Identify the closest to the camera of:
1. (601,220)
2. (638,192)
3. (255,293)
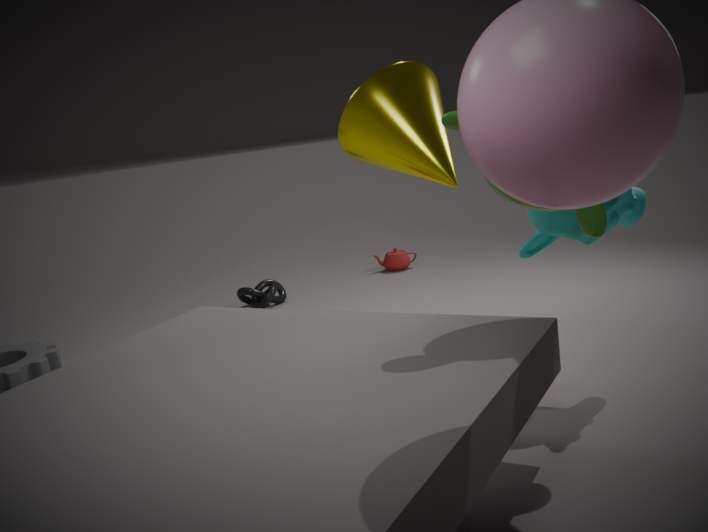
(601,220)
